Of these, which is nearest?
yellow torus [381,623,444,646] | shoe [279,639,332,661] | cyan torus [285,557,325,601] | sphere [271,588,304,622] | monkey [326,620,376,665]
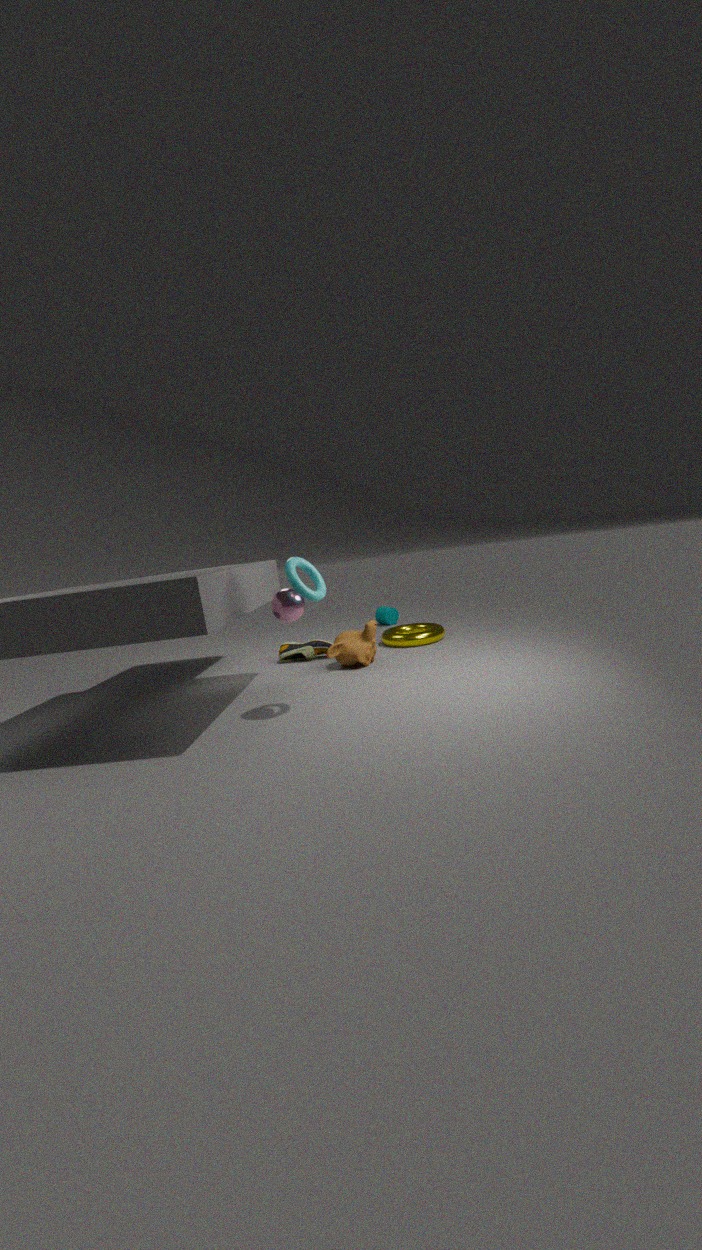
cyan torus [285,557,325,601]
